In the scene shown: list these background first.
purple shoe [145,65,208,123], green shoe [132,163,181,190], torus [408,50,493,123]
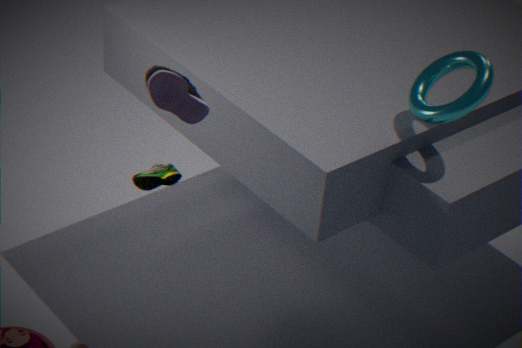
green shoe [132,163,181,190]
torus [408,50,493,123]
purple shoe [145,65,208,123]
